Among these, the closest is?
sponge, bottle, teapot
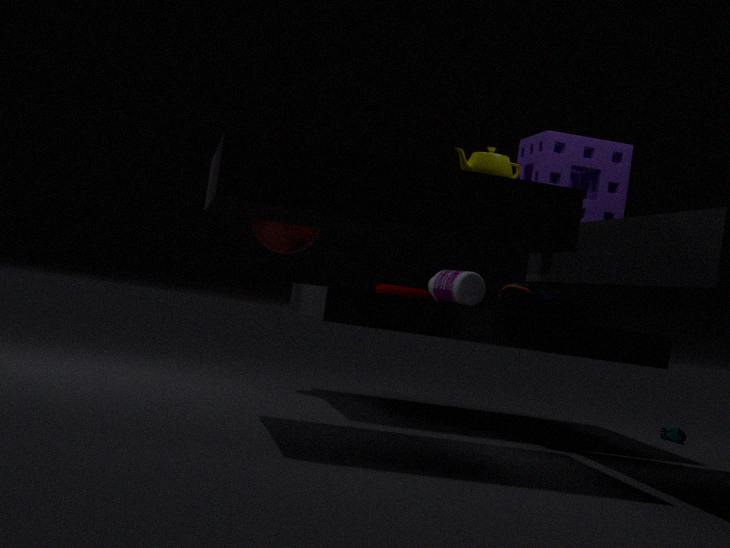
teapot
